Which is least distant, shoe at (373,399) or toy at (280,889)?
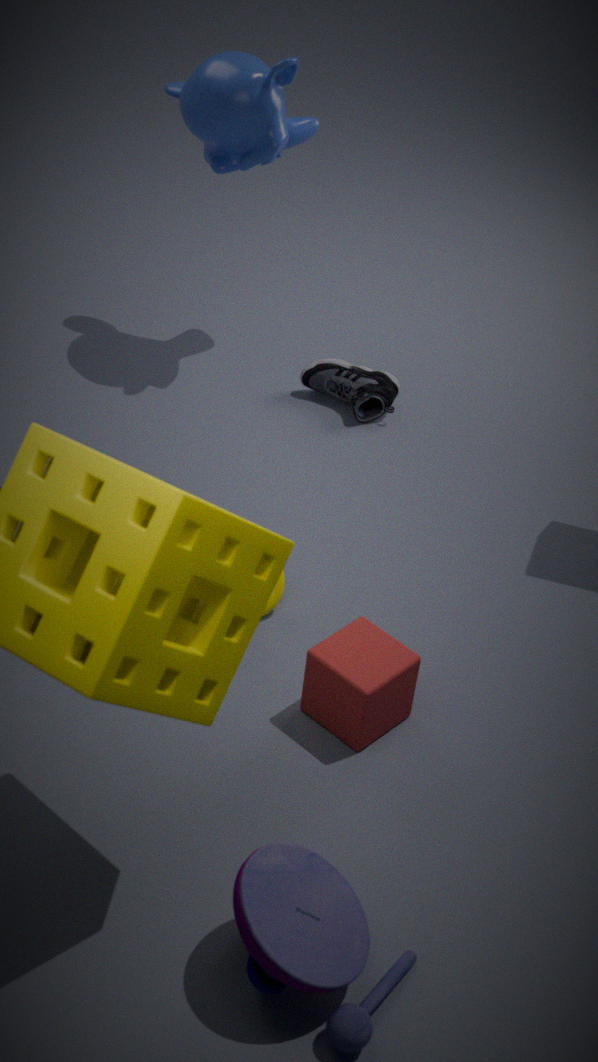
toy at (280,889)
